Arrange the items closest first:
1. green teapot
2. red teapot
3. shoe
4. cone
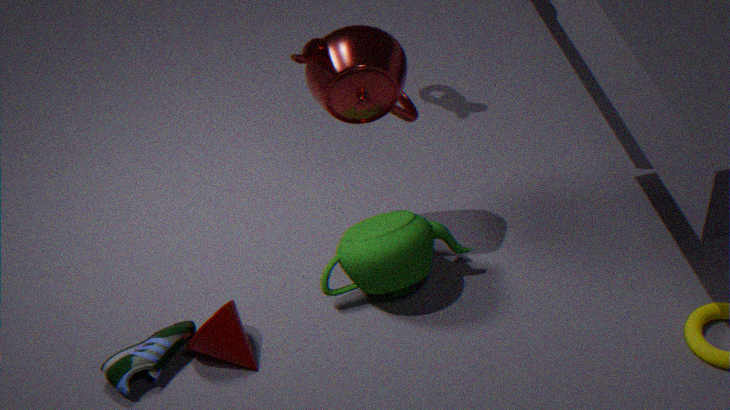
1. red teapot
2. shoe
3. cone
4. green teapot
